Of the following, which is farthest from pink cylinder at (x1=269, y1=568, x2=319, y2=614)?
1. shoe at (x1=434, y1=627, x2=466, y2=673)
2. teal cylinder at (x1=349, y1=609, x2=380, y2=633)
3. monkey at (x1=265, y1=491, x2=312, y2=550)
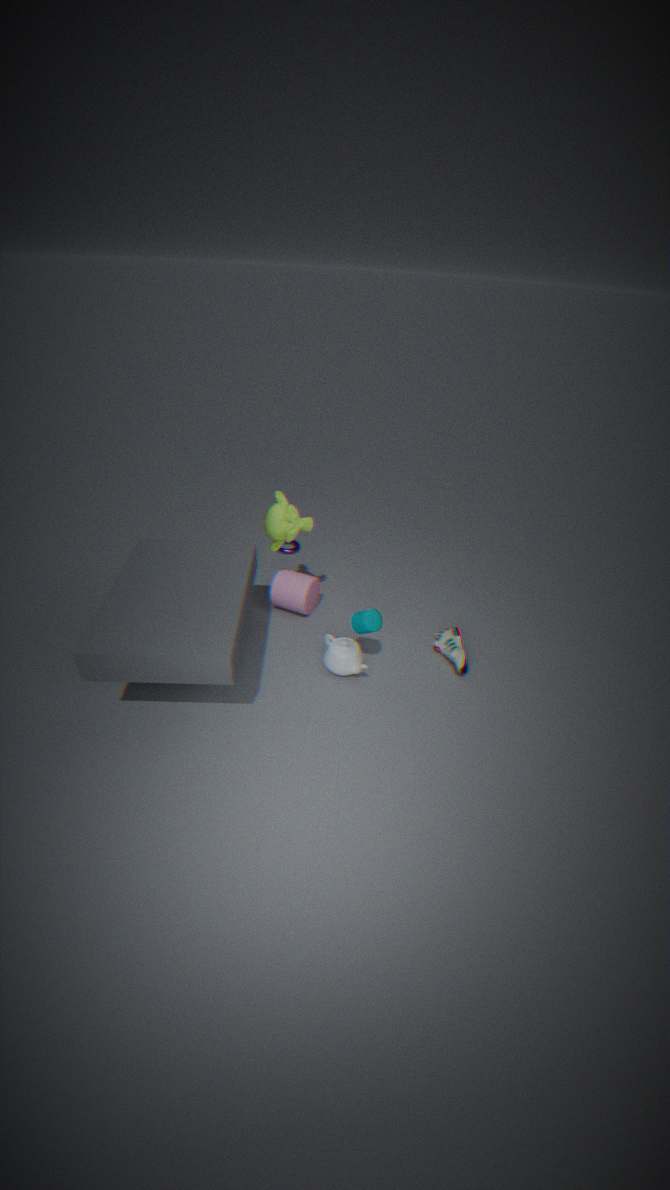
shoe at (x1=434, y1=627, x2=466, y2=673)
